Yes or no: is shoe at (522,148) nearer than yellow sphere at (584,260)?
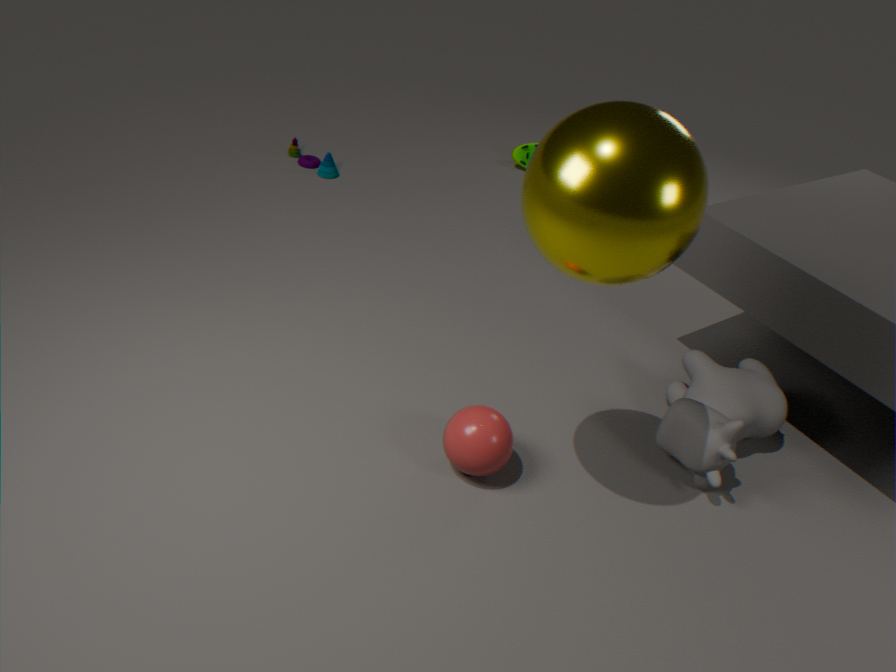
No
